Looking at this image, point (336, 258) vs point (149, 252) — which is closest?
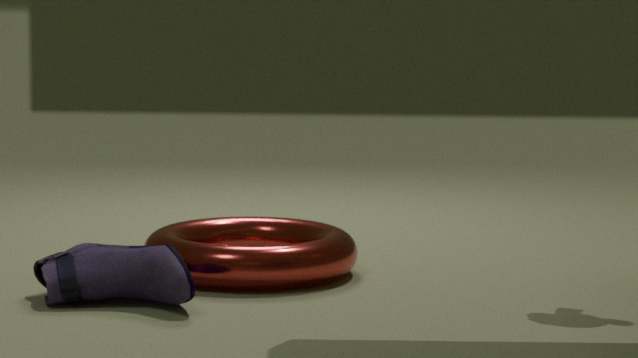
point (149, 252)
